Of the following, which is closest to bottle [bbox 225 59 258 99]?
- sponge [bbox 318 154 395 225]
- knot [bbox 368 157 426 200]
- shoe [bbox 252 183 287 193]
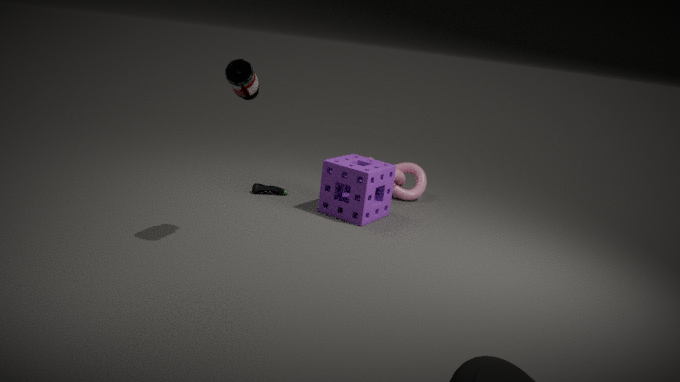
sponge [bbox 318 154 395 225]
